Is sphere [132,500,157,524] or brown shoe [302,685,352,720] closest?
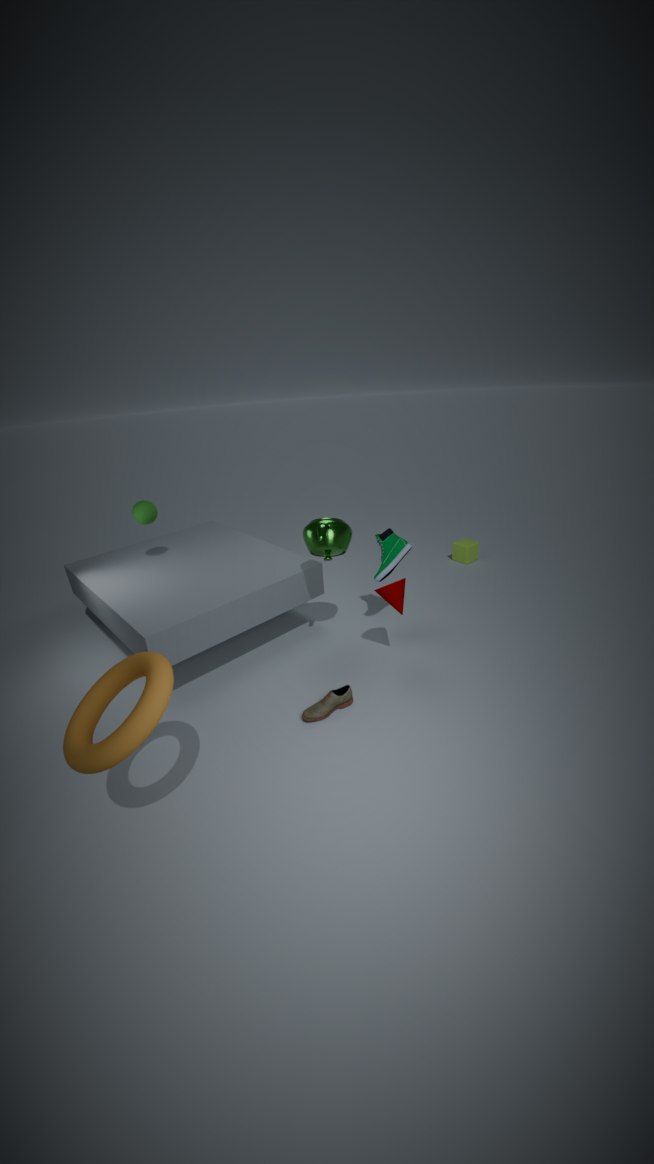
brown shoe [302,685,352,720]
